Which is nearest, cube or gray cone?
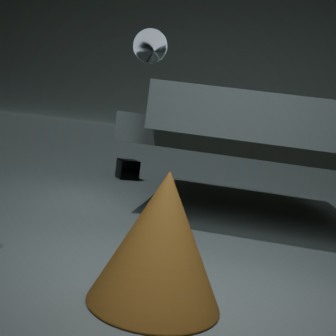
gray cone
